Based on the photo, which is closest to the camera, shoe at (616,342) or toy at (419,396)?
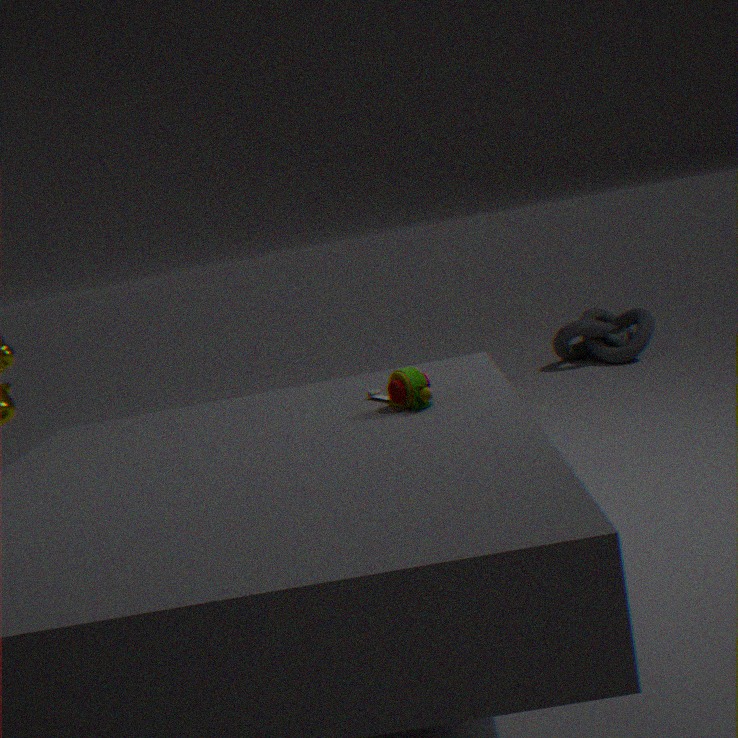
toy at (419,396)
